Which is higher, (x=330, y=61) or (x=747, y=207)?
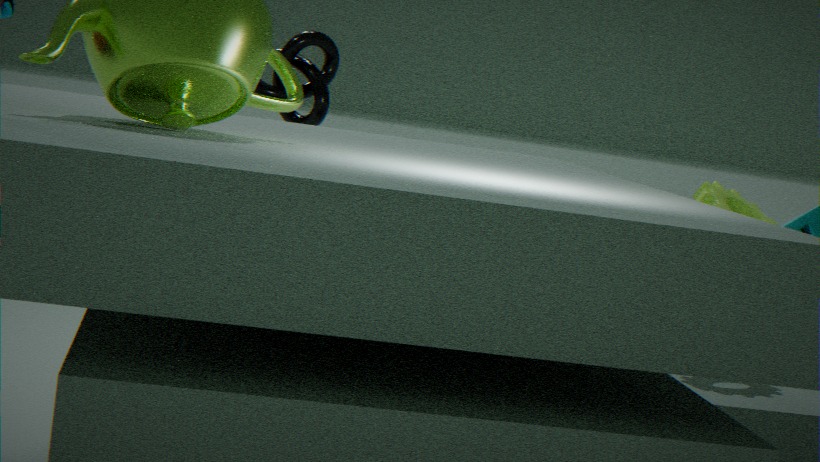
(x=330, y=61)
